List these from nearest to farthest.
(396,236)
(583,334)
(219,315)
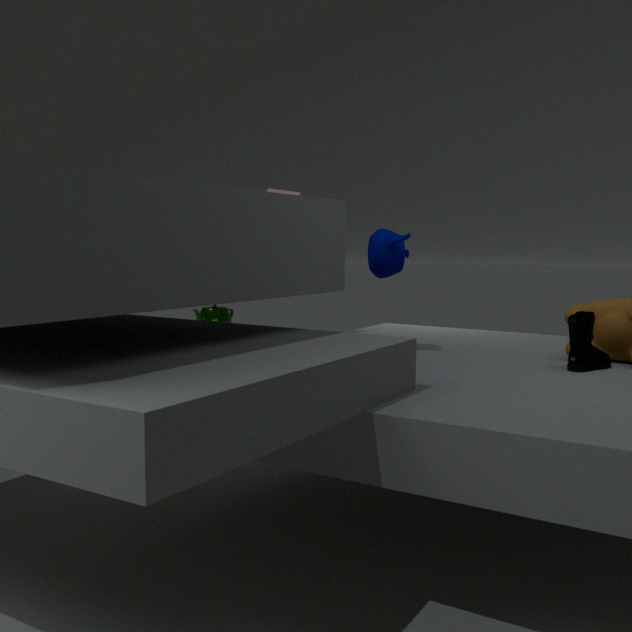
(583,334) → (396,236) → (219,315)
